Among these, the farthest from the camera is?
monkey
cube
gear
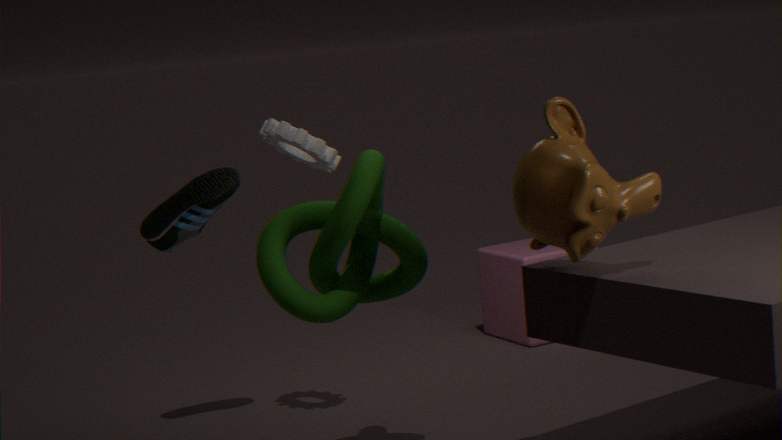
cube
